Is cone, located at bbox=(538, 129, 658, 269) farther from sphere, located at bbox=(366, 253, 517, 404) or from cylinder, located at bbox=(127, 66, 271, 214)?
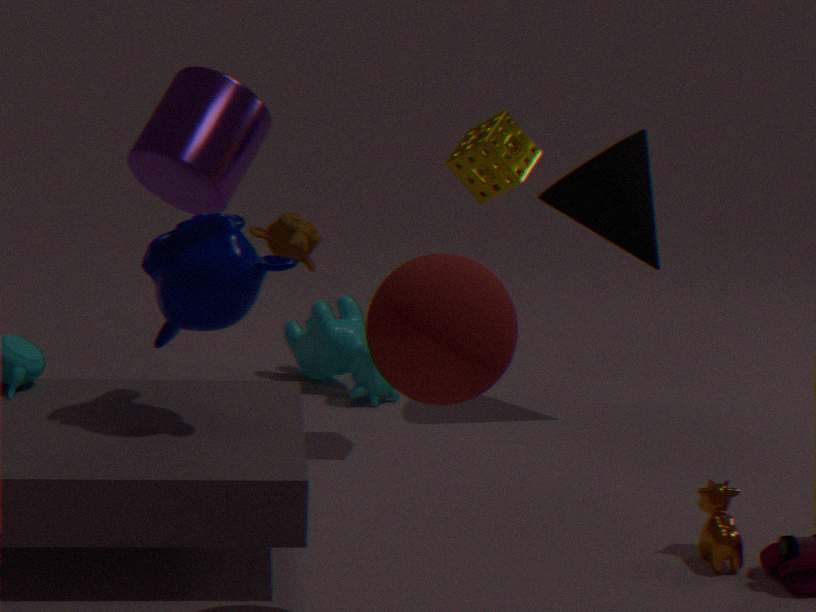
sphere, located at bbox=(366, 253, 517, 404)
